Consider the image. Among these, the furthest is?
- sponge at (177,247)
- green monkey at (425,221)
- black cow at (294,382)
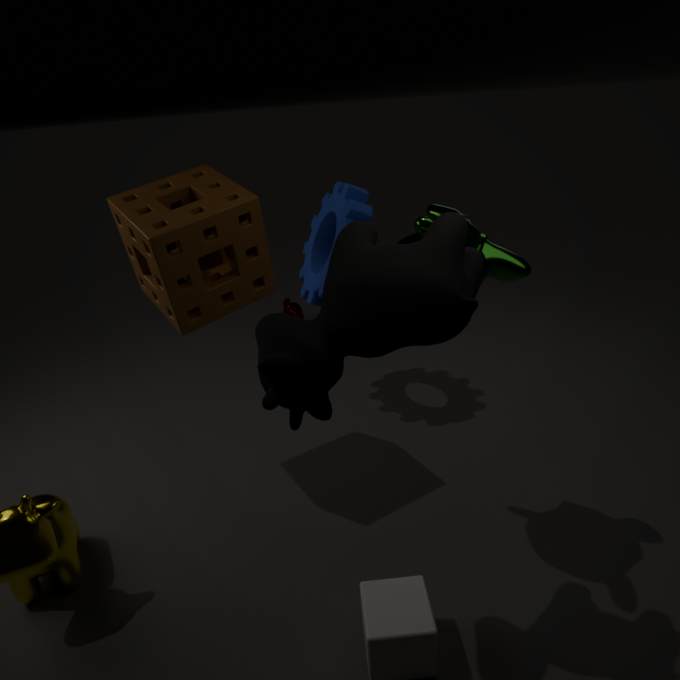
sponge at (177,247)
